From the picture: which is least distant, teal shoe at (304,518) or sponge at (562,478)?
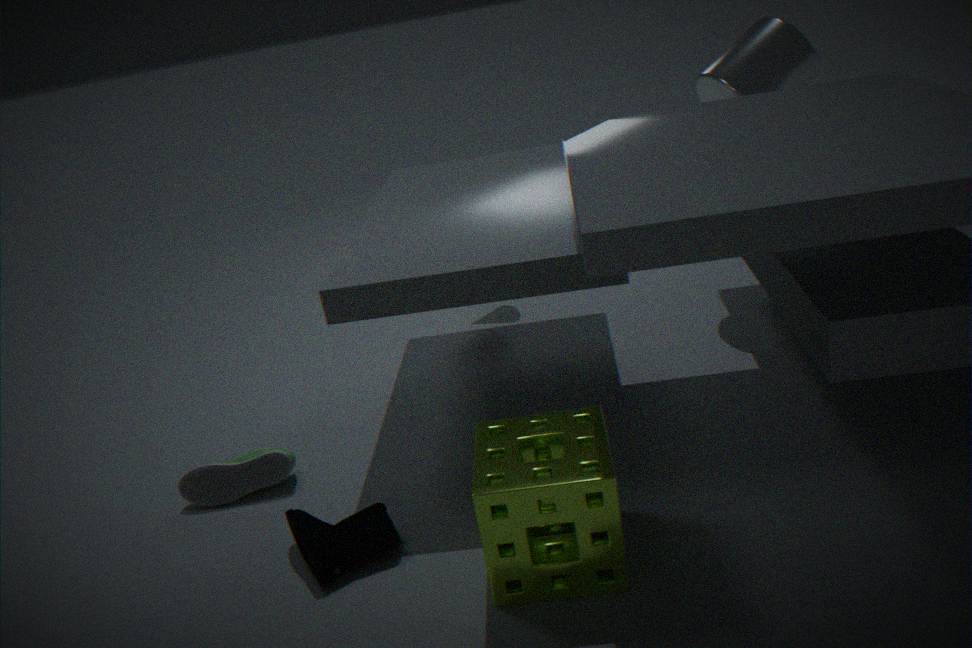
A: sponge at (562,478)
